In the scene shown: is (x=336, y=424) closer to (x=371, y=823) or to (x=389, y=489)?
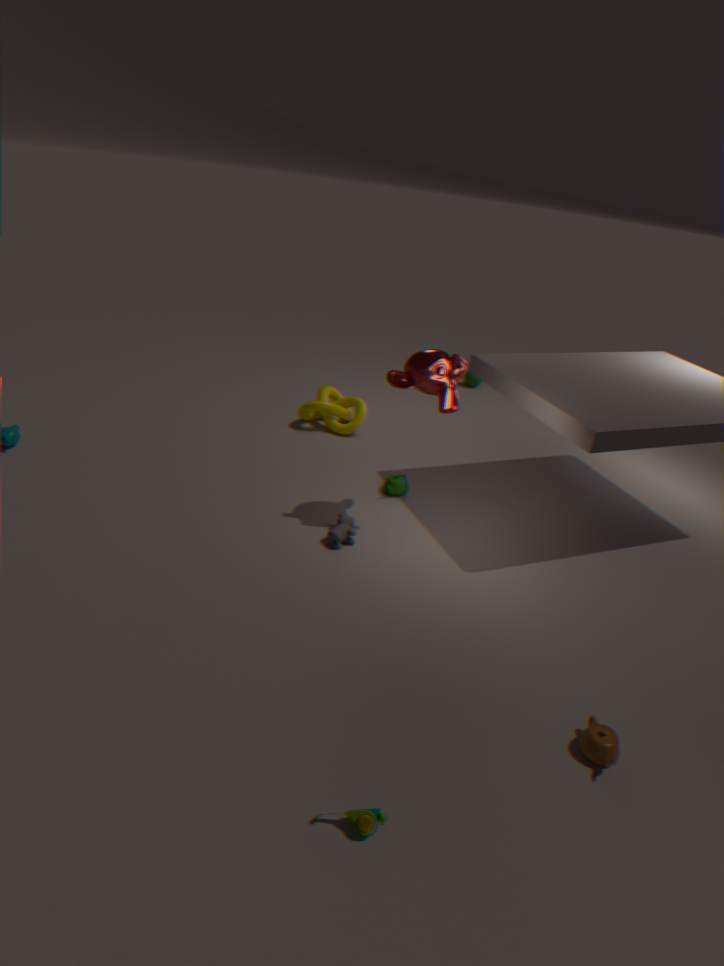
(x=389, y=489)
